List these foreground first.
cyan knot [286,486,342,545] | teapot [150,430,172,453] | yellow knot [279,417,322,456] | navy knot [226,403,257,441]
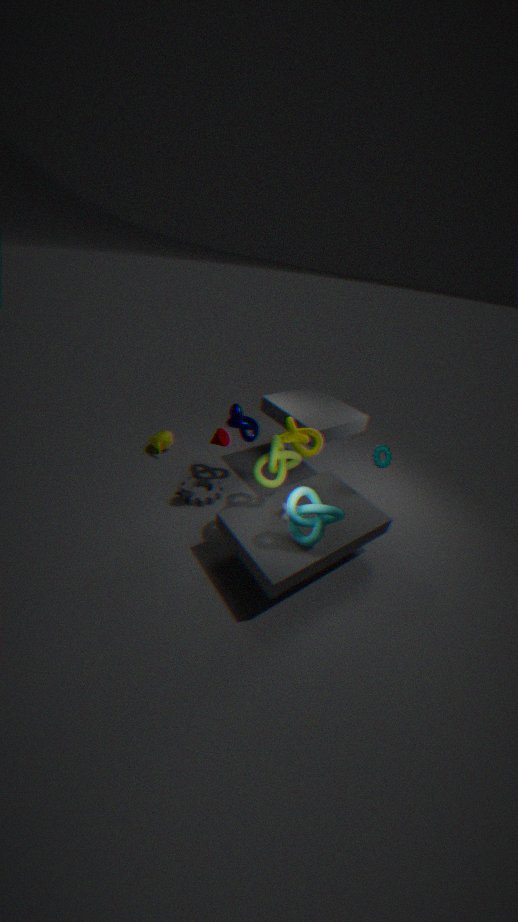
cyan knot [286,486,342,545] → yellow knot [279,417,322,456] → navy knot [226,403,257,441] → teapot [150,430,172,453]
